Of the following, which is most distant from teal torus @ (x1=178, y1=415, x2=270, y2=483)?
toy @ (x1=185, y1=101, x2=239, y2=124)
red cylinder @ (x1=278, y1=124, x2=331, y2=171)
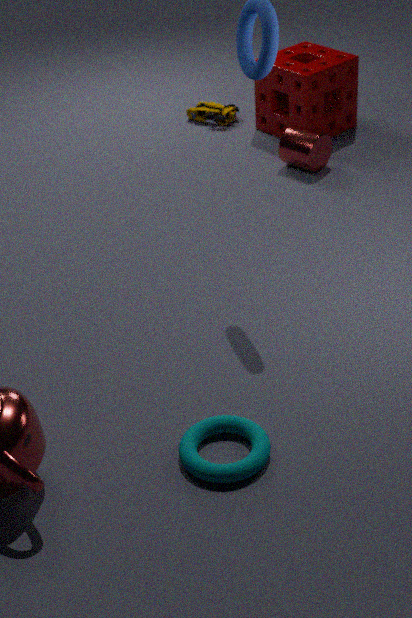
toy @ (x1=185, y1=101, x2=239, y2=124)
